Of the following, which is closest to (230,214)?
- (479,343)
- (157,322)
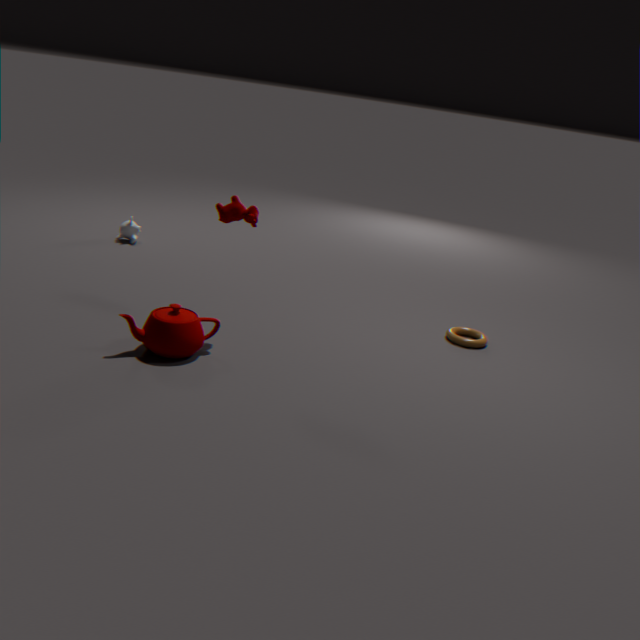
(157,322)
